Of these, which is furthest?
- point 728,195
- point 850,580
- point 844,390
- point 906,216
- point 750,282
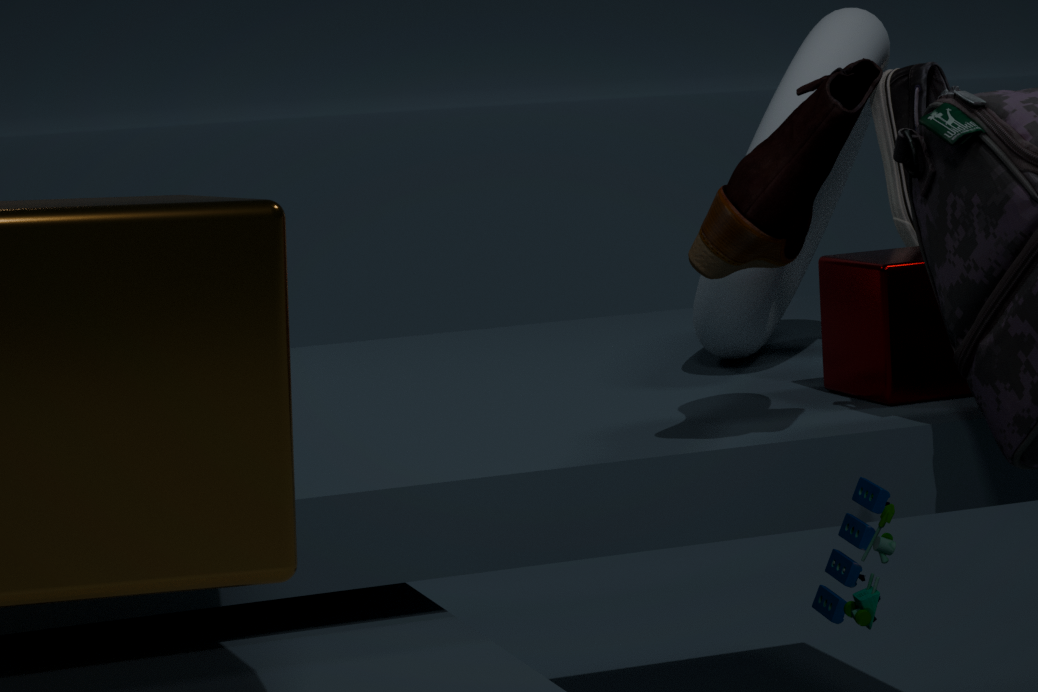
point 906,216
